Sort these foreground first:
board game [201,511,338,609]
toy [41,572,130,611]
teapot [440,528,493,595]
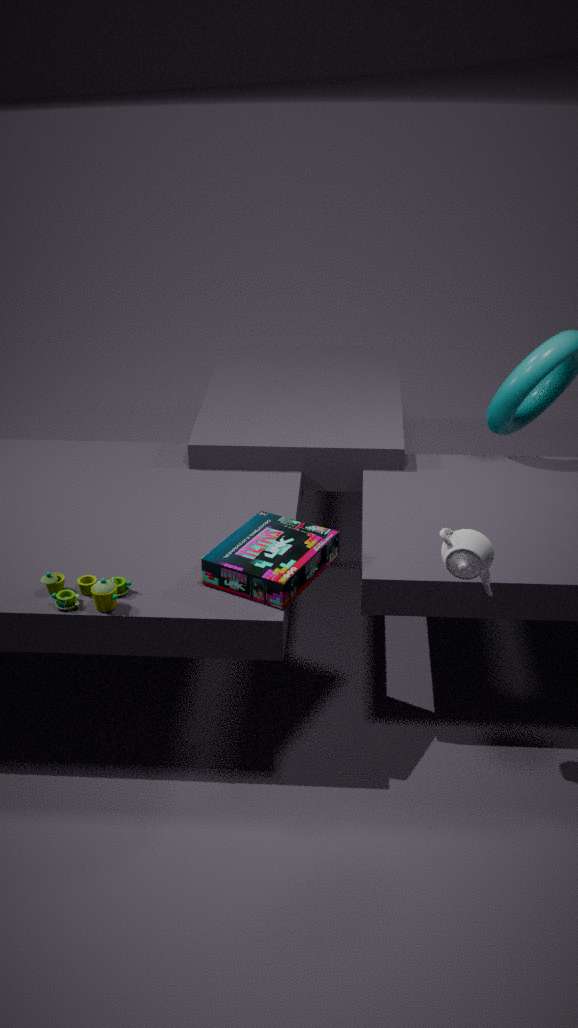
teapot [440,528,493,595] < toy [41,572,130,611] < board game [201,511,338,609]
